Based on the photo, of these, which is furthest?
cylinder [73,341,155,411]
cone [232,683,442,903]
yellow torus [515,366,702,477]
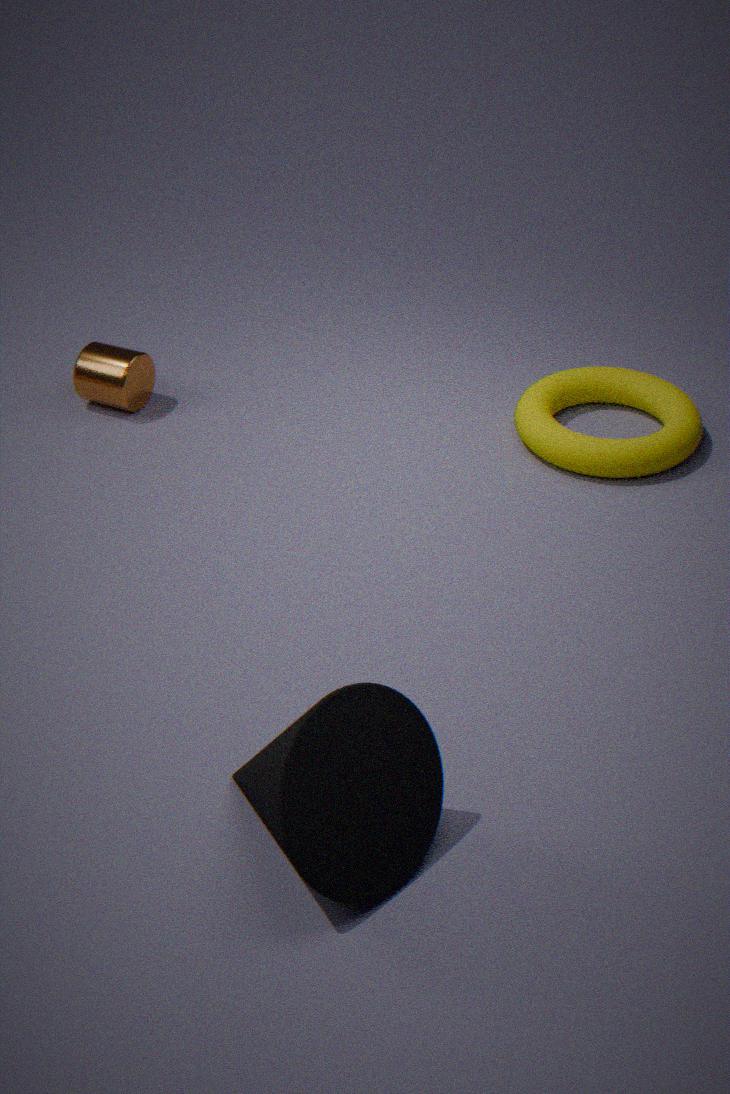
cylinder [73,341,155,411]
